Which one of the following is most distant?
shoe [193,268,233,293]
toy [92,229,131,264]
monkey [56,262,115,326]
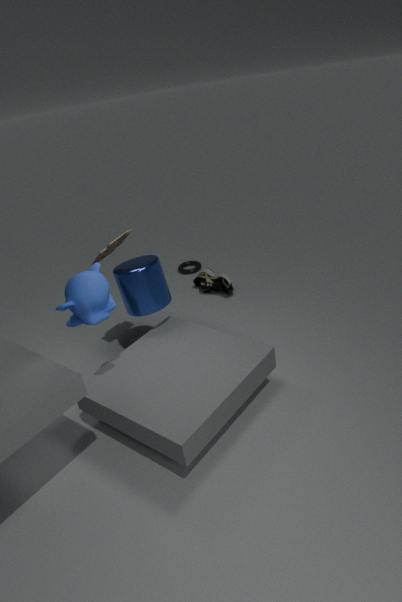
shoe [193,268,233,293]
